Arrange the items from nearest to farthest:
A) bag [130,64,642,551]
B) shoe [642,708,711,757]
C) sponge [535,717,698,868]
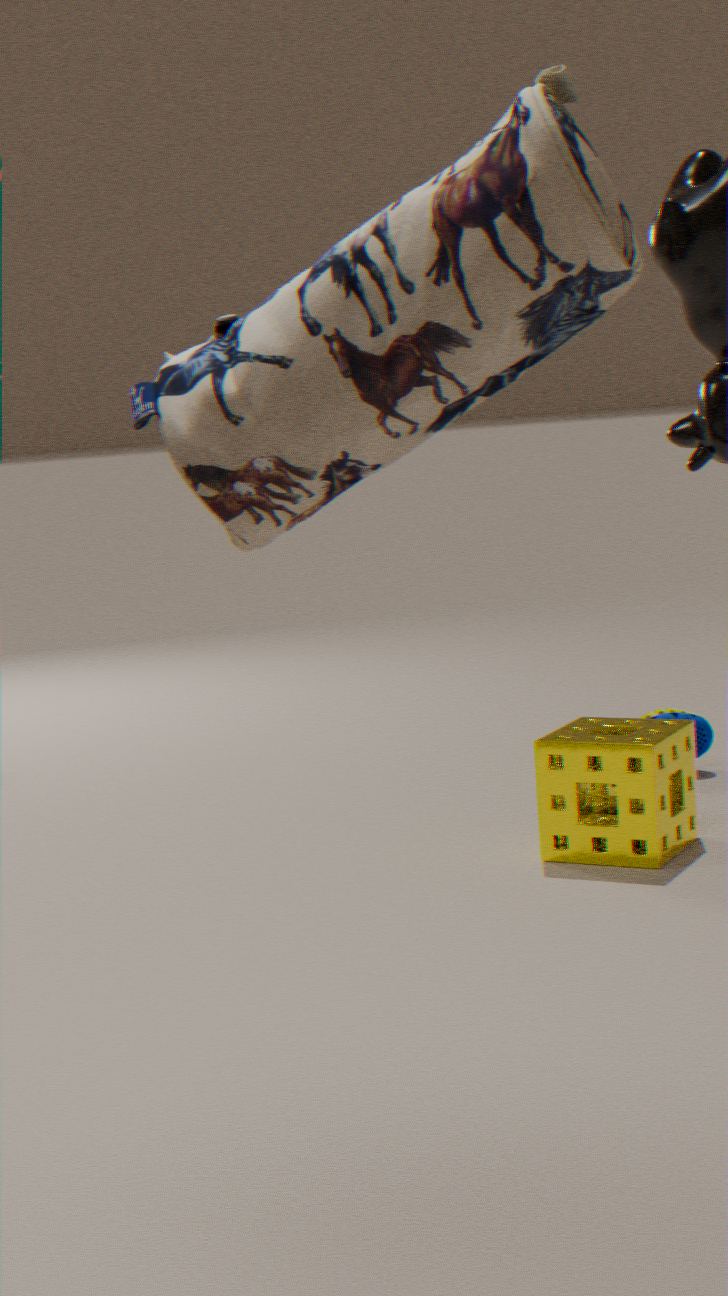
bag [130,64,642,551], sponge [535,717,698,868], shoe [642,708,711,757]
